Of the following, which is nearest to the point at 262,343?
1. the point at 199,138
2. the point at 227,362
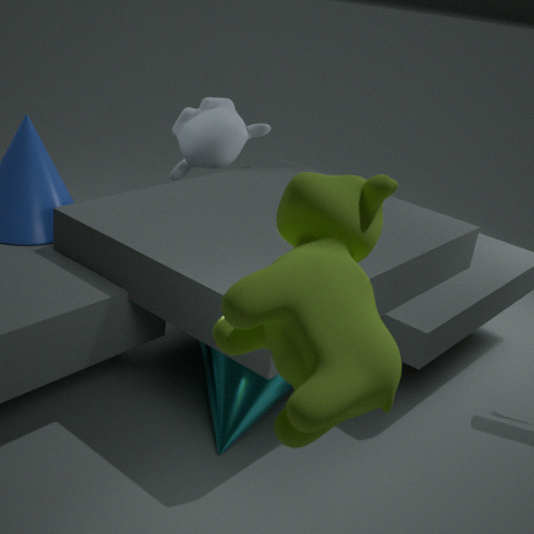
the point at 227,362
